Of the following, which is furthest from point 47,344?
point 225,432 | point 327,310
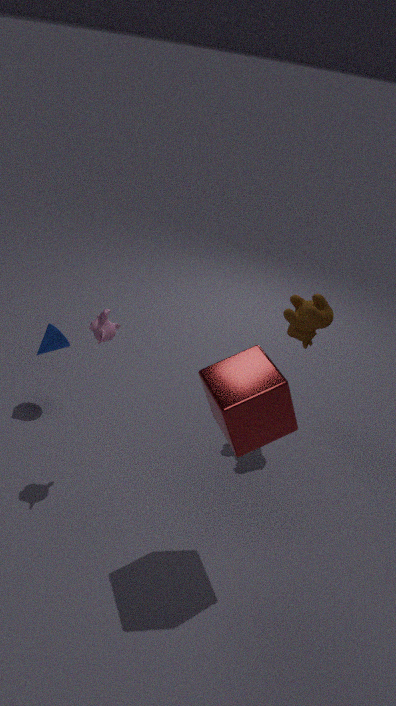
point 327,310
